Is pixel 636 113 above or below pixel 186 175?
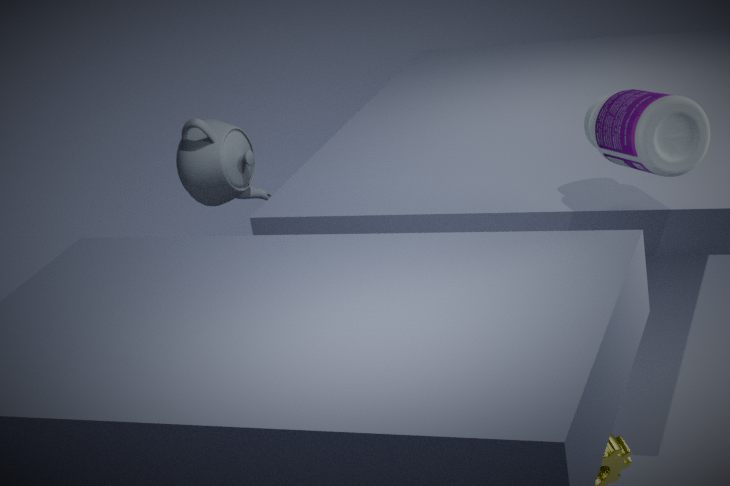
above
